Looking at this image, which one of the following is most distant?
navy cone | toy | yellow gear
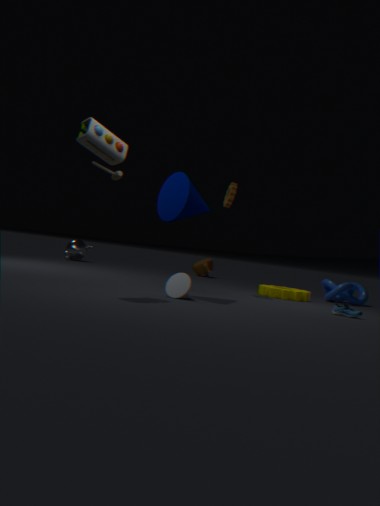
yellow gear
